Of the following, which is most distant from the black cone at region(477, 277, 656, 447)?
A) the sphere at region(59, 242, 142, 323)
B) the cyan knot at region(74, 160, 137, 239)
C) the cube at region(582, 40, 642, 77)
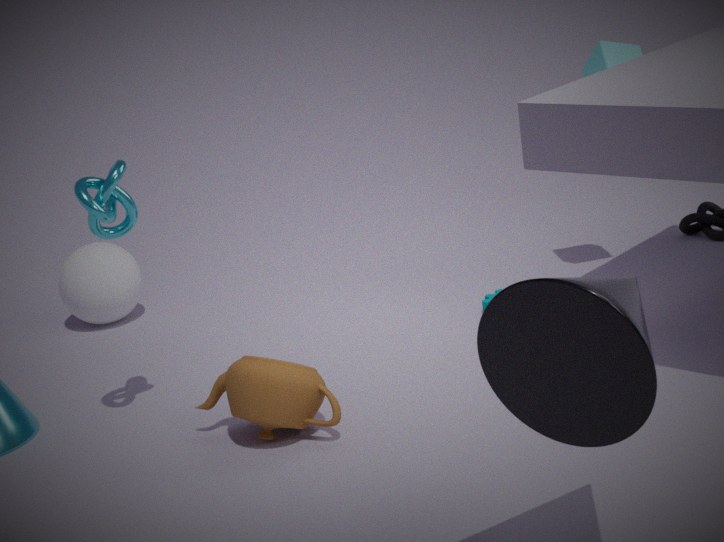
the sphere at region(59, 242, 142, 323)
